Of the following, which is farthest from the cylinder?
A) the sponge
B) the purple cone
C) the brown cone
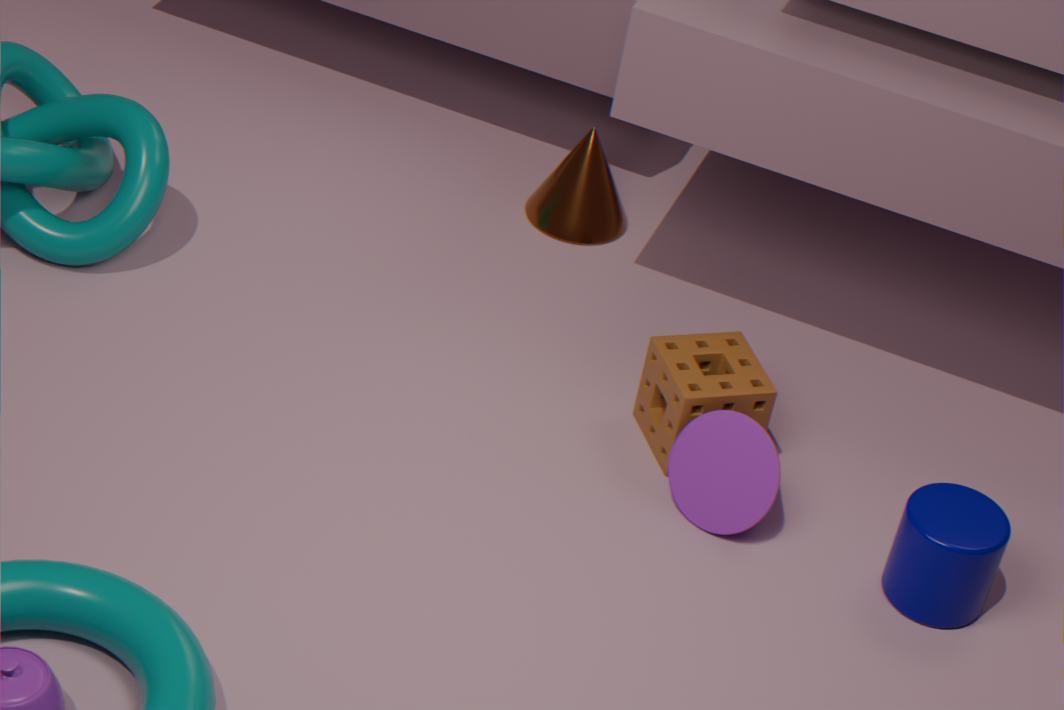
the brown cone
